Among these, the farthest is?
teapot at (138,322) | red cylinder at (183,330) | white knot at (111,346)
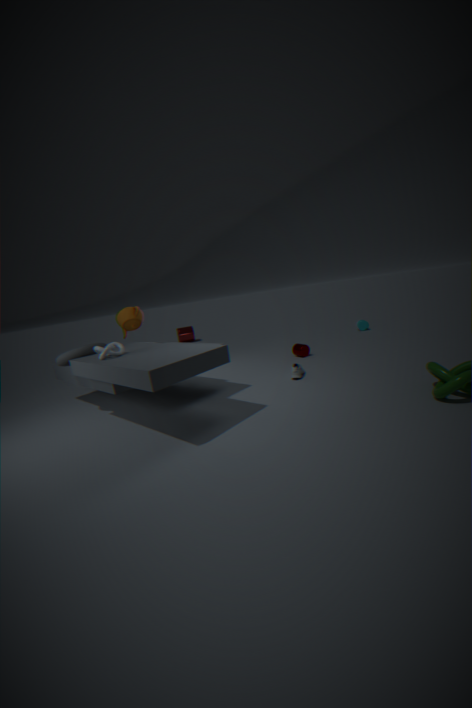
red cylinder at (183,330)
